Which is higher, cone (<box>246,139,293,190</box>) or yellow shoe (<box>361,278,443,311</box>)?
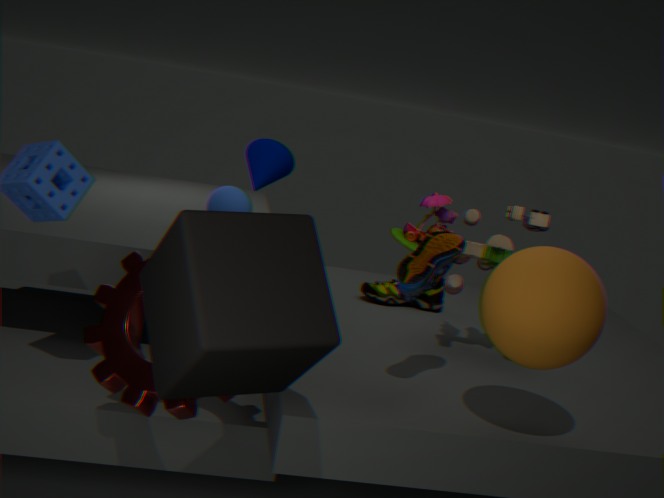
cone (<box>246,139,293,190</box>)
